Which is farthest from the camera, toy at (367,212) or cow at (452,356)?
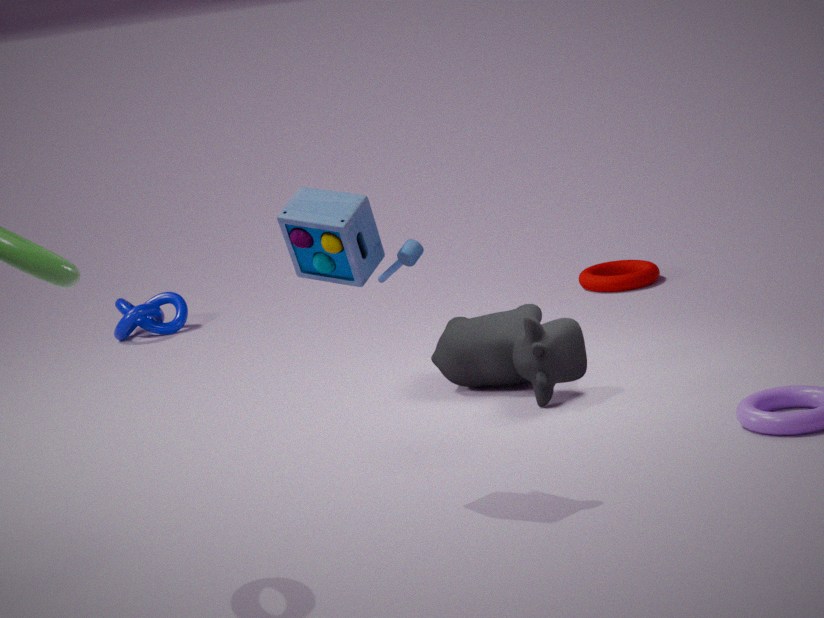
cow at (452,356)
